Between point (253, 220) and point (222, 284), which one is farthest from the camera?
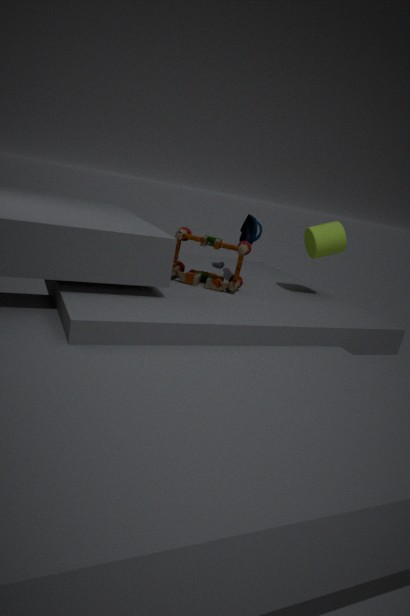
point (253, 220)
